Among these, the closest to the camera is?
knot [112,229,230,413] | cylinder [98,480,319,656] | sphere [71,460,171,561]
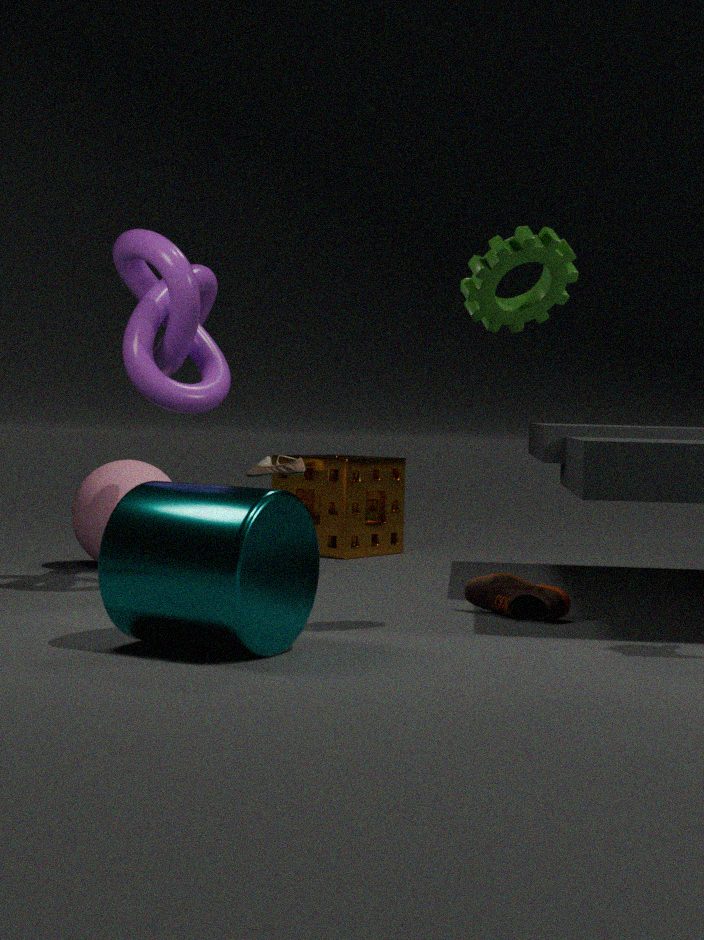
cylinder [98,480,319,656]
